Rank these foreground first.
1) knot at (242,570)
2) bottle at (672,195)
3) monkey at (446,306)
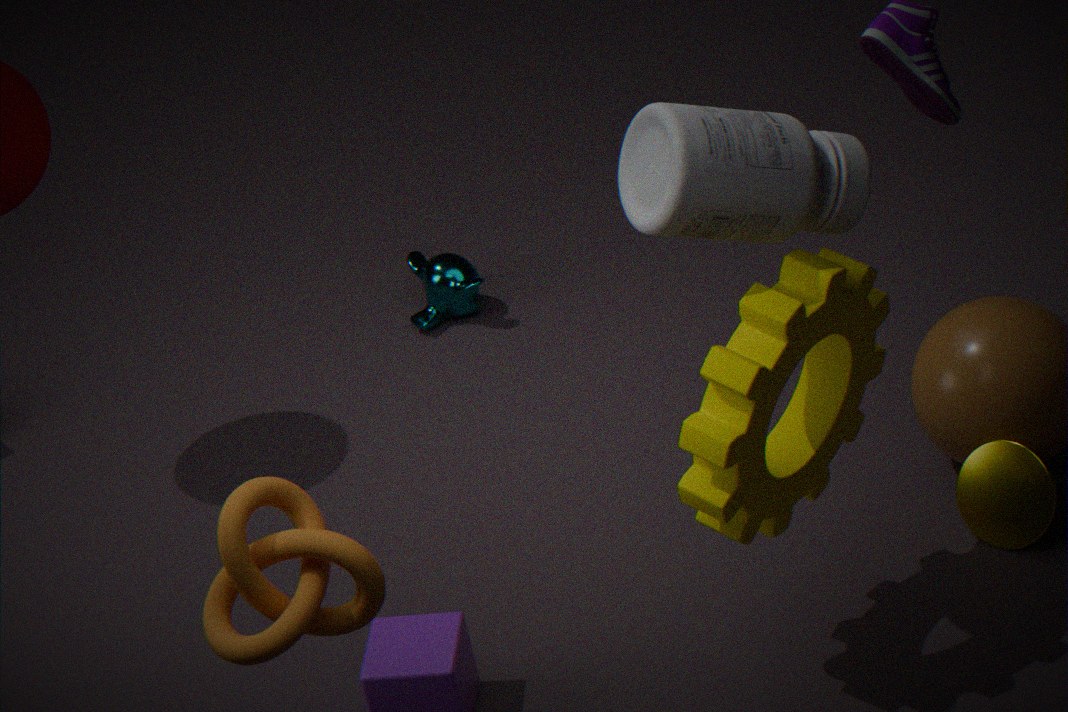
1. 1. knot at (242,570)
2. 2. bottle at (672,195)
3. 3. monkey at (446,306)
